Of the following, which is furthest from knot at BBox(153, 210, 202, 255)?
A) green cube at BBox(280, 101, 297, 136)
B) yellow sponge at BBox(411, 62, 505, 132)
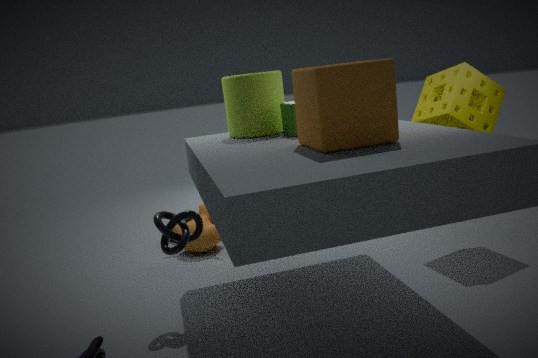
yellow sponge at BBox(411, 62, 505, 132)
